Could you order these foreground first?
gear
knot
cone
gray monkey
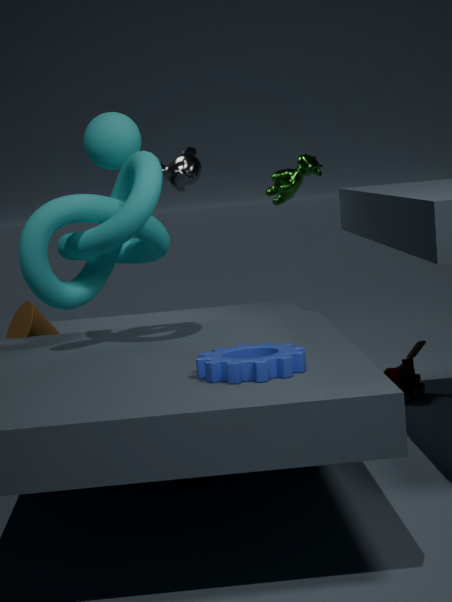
gear < knot < cone < gray monkey
